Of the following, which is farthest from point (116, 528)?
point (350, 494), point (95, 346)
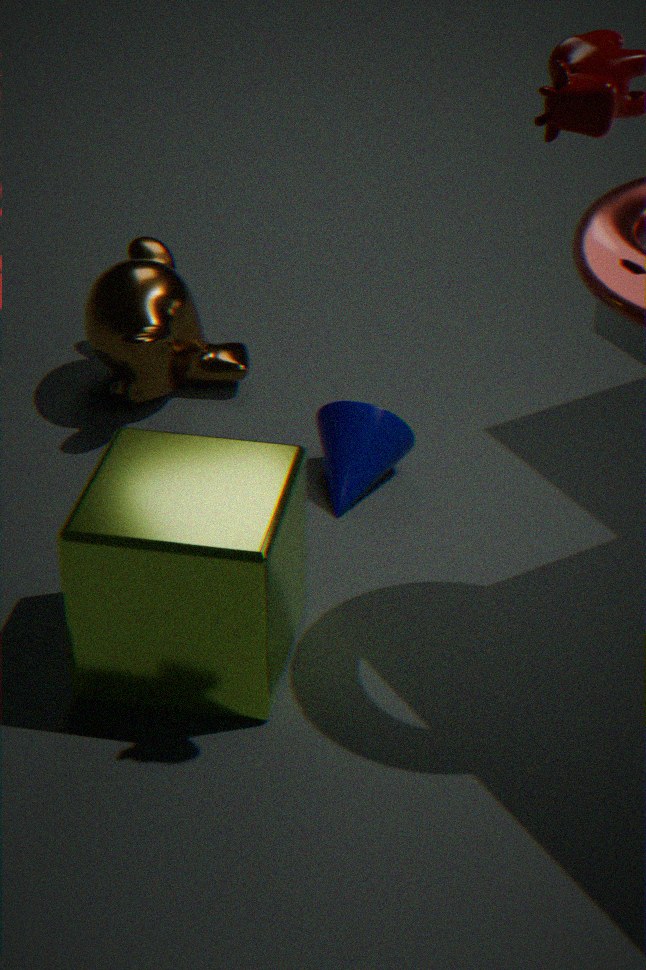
point (95, 346)
